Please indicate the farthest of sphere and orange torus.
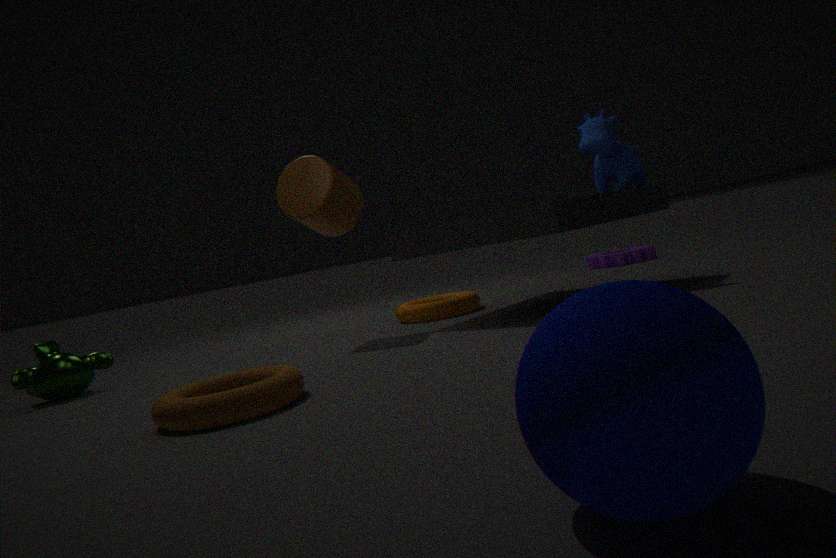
orange torus
